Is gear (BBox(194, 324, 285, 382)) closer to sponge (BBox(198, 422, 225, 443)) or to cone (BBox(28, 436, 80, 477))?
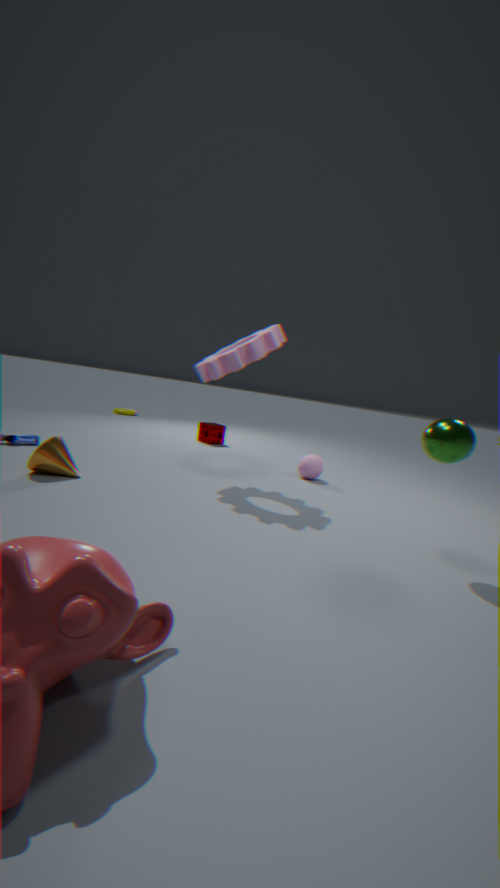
cone (BBox(28, 436, 80, 477))
